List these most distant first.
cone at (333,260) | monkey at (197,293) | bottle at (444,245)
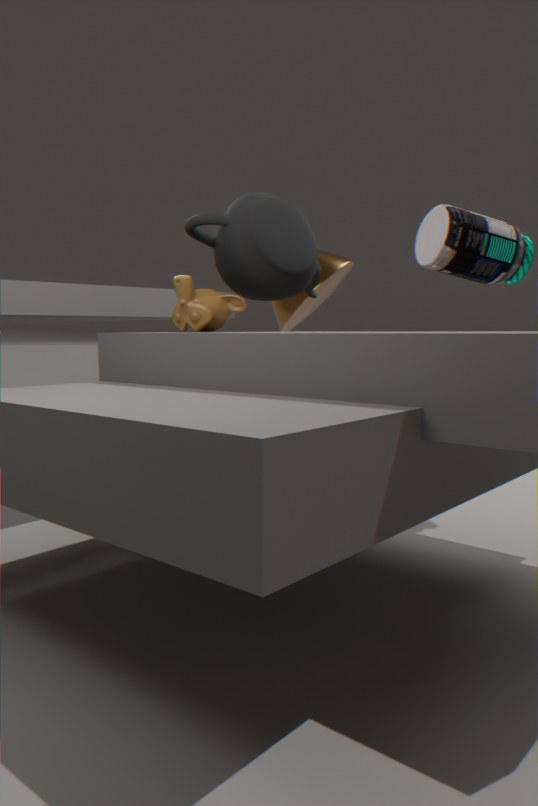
cone at (333,260)
bottle at (444,245)
monkey at (197,293)
